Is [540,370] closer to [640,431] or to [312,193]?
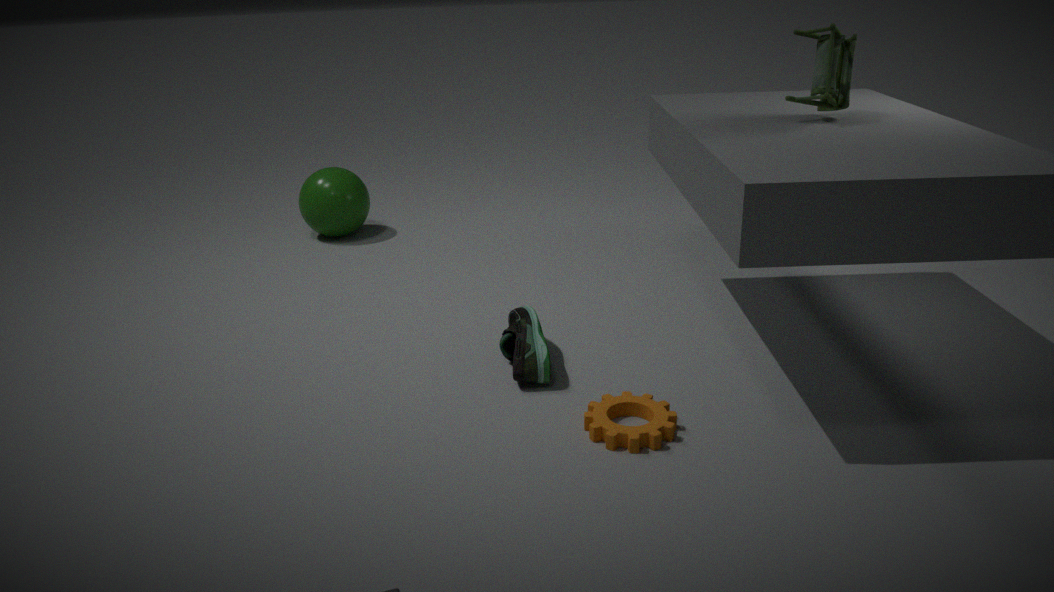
[640,431]
